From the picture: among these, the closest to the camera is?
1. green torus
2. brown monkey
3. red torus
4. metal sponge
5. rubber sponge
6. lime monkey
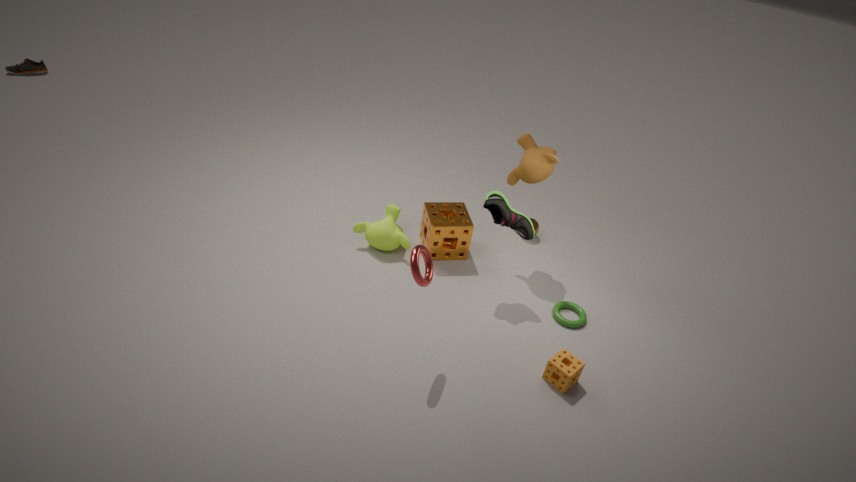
red torus
